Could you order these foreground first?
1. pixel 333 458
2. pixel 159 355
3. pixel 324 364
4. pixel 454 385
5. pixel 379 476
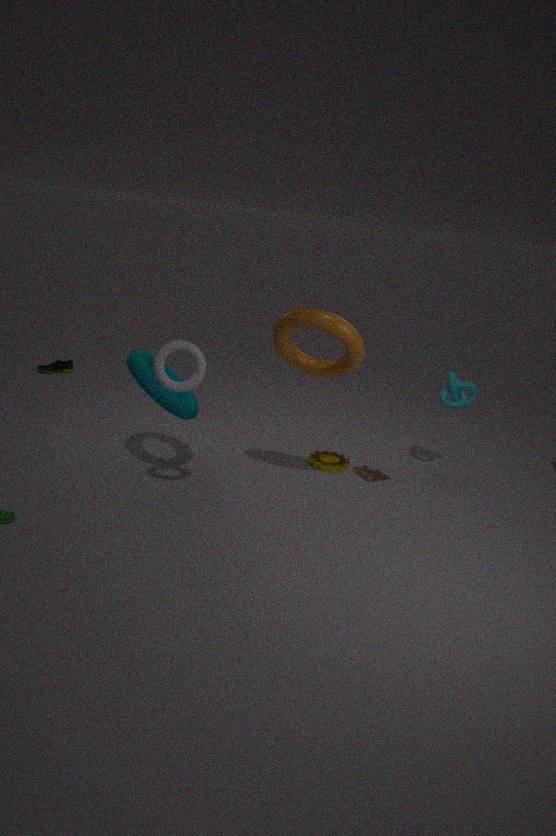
1. pixel 159 355
2. pixel 324 364
3. pixel 454 385
4. pixel 379 476
5. pixel 333 458
